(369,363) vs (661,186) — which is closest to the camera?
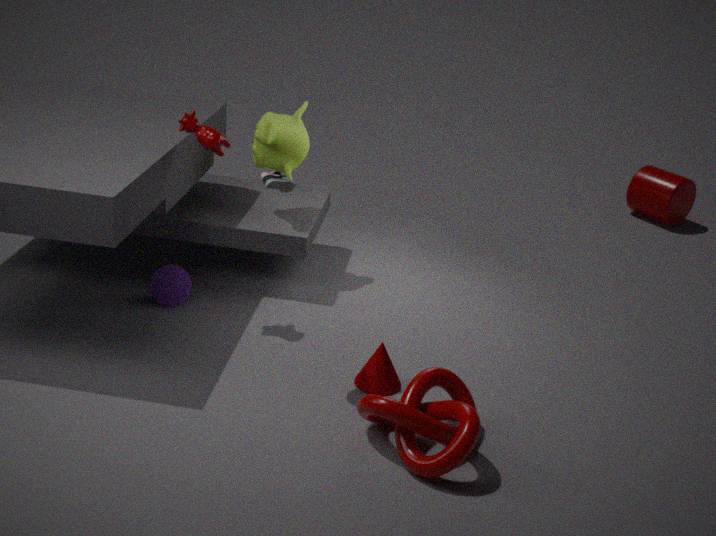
(369,363)
